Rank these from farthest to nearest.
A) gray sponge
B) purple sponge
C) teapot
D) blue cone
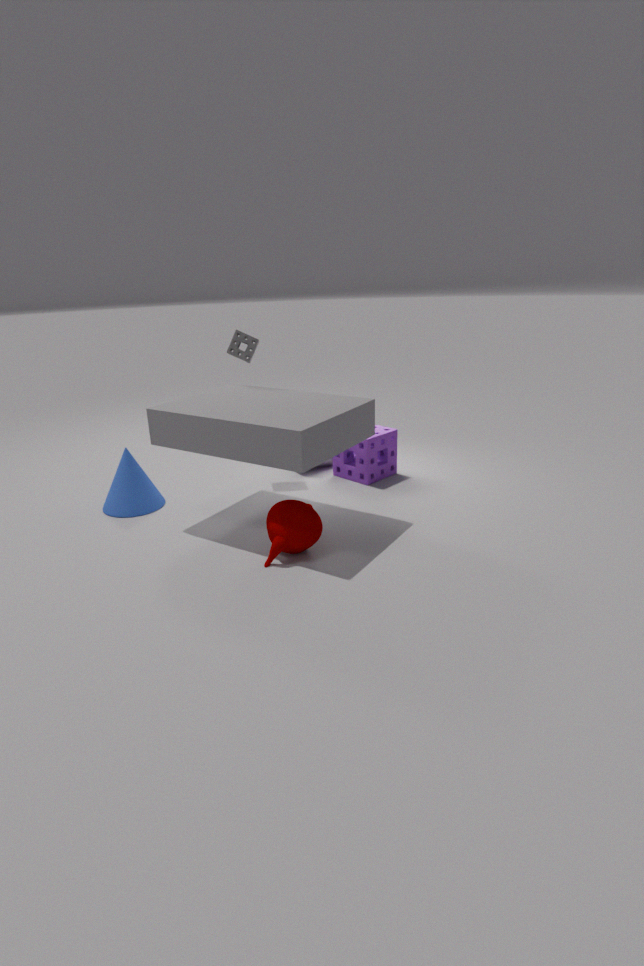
1. purple sponge
2. gray sponge
3. blue cone
4. teapot
